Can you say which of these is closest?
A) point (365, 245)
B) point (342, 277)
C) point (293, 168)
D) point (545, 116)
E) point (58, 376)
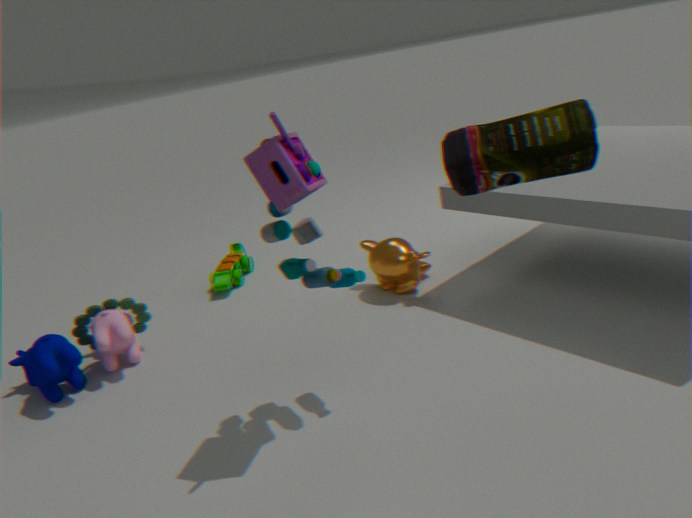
point (545, 116)
